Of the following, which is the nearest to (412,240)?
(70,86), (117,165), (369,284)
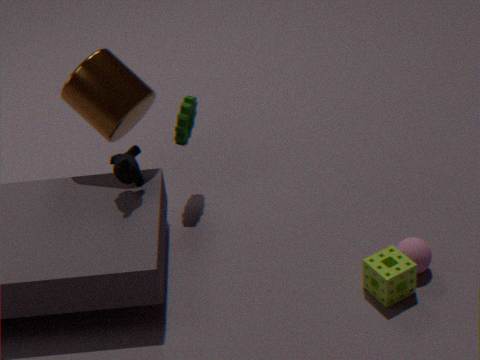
(369,284)
